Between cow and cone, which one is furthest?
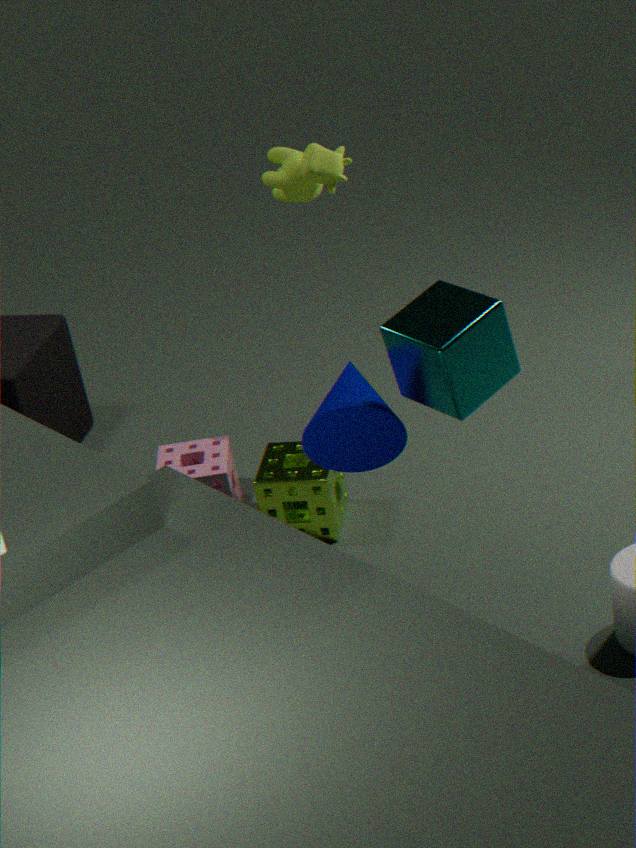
cow
